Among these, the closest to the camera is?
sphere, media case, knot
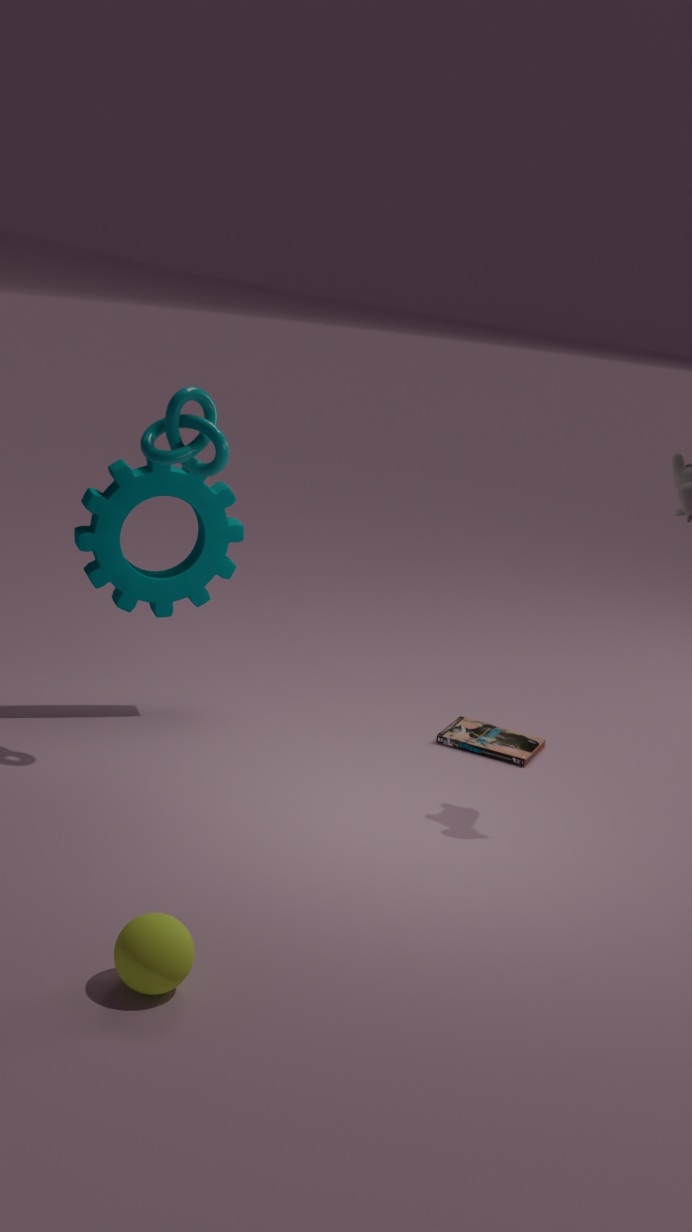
sphere
